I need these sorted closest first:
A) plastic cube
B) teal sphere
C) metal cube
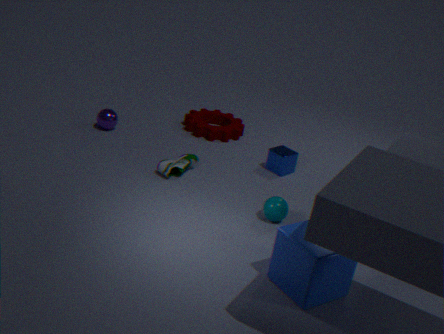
plastic cube < teal sphere < metal cube
